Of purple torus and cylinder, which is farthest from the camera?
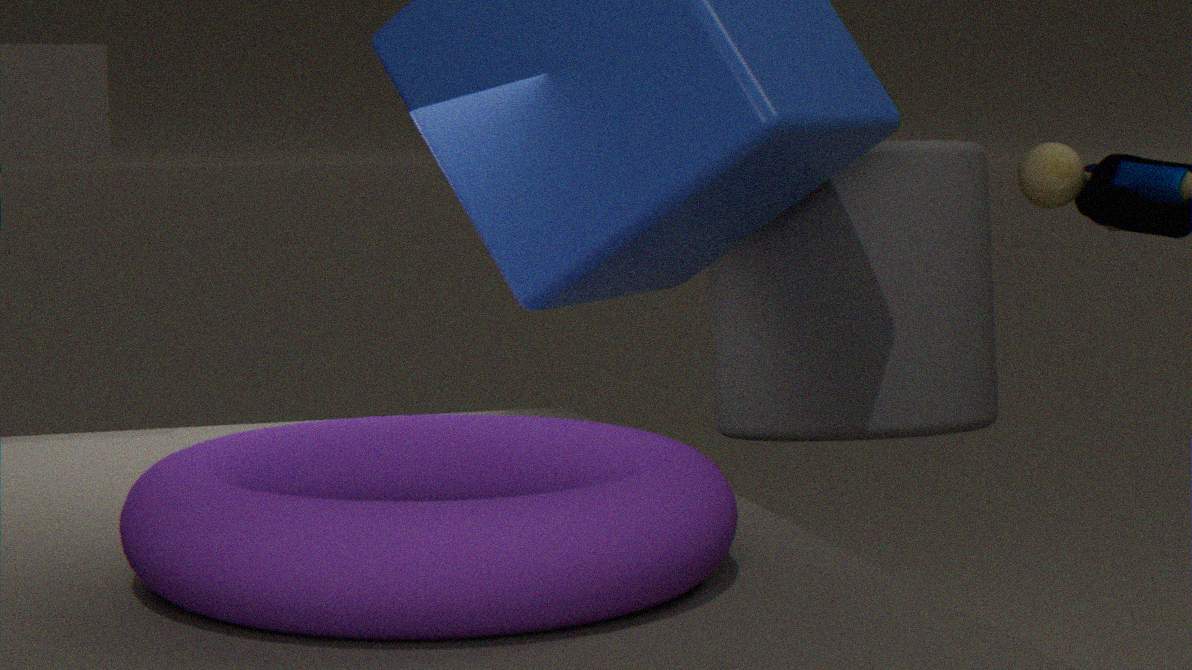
cylinder
